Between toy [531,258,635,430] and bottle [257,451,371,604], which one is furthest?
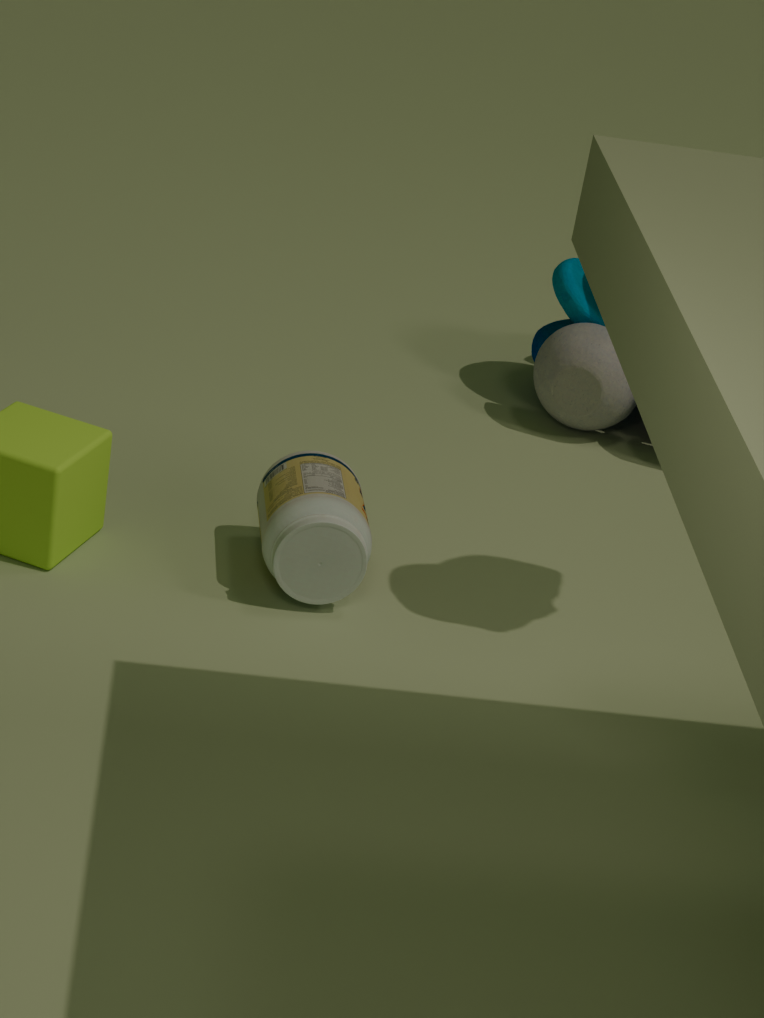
toy [531,258,635,430]
